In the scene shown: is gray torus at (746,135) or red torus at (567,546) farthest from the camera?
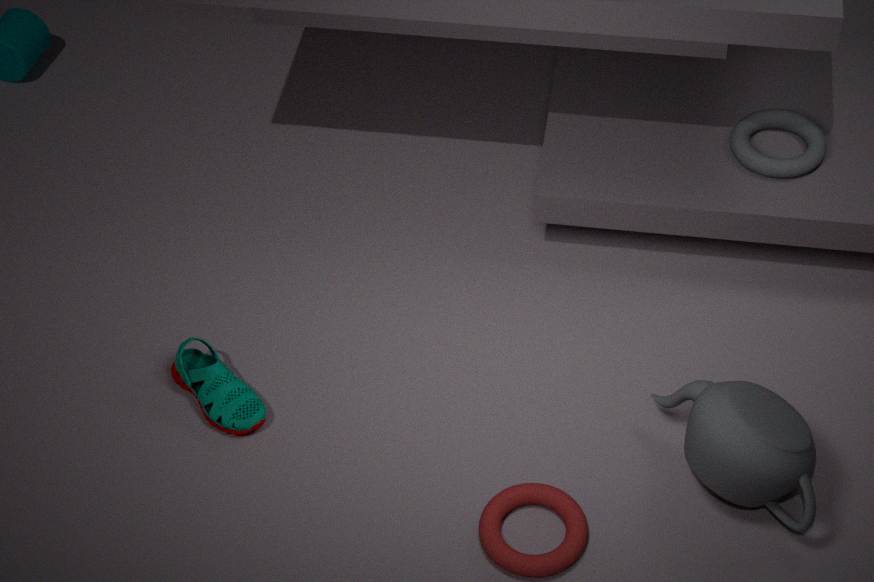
gray torus at (746,135)
